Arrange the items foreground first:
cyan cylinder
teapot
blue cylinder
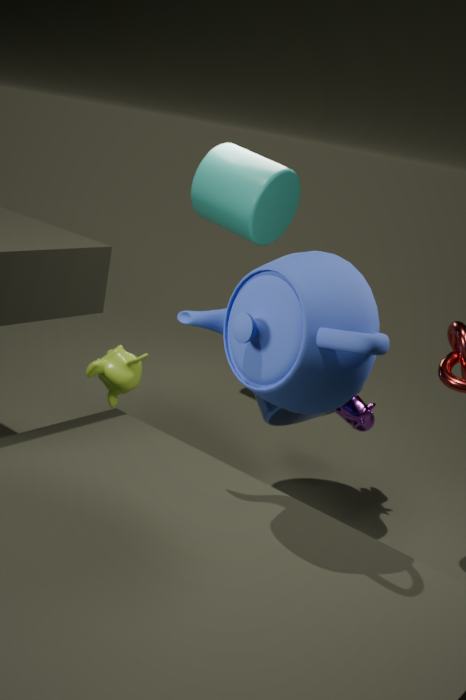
teapot → blue cylinder → cyan cylinder
